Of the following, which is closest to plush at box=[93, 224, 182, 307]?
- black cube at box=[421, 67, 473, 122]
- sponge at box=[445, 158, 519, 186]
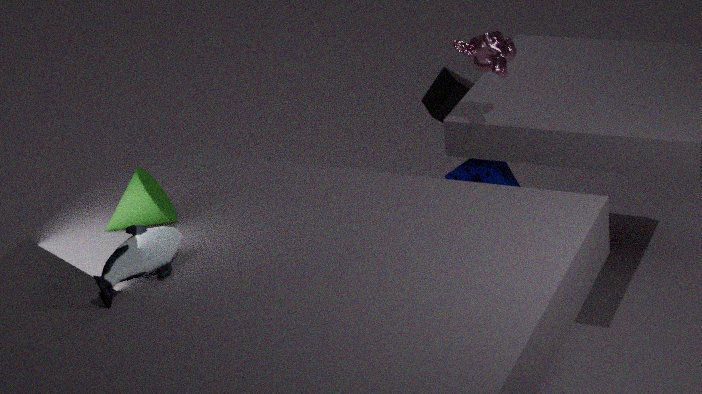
sponge at box=[445, 158, 519, 186]
